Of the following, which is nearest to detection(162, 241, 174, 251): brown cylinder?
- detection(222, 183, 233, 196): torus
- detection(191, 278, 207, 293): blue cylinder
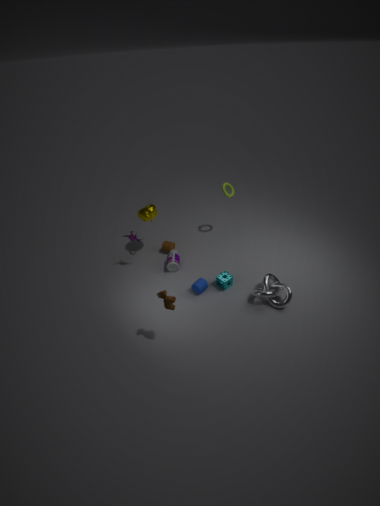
detection(191, 278, 207, 293): blue cylinder
